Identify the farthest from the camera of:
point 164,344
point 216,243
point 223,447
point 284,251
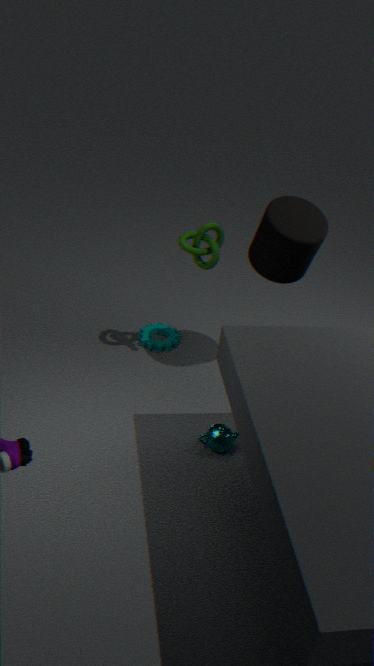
point 164,344
